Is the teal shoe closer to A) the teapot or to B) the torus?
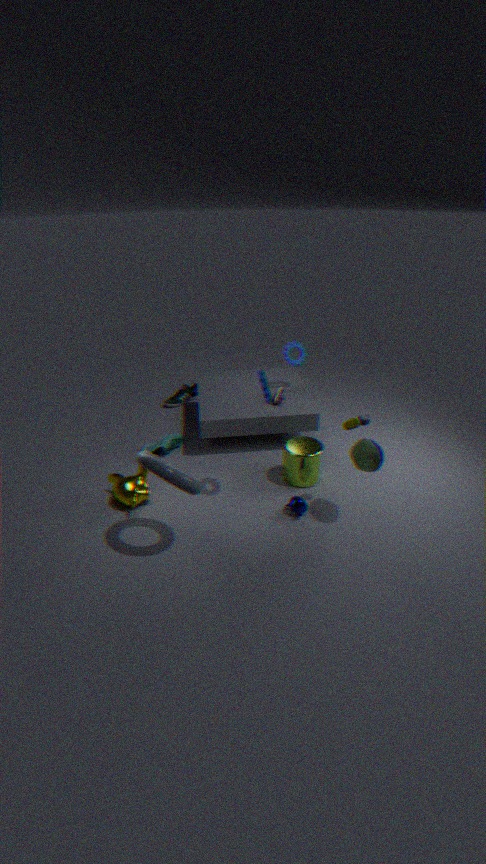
B) the torus
